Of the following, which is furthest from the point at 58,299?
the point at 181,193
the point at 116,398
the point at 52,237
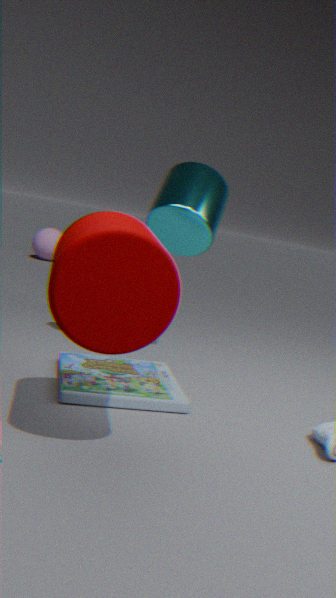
the point at 52,237
